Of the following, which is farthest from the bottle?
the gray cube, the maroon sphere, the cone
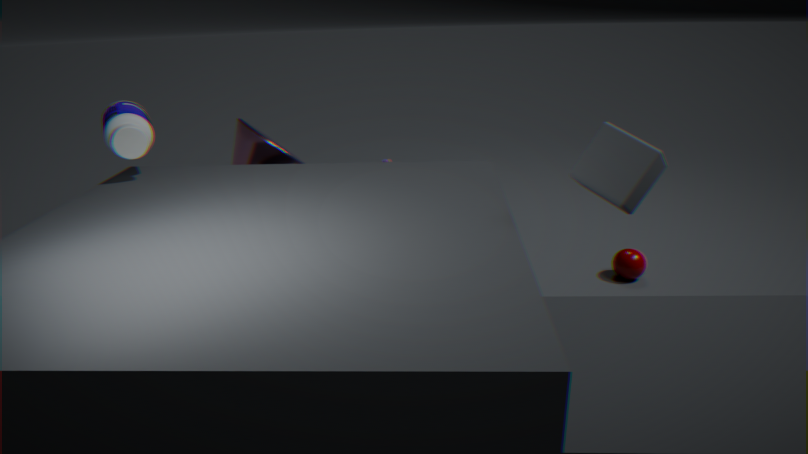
the maroon sphere
